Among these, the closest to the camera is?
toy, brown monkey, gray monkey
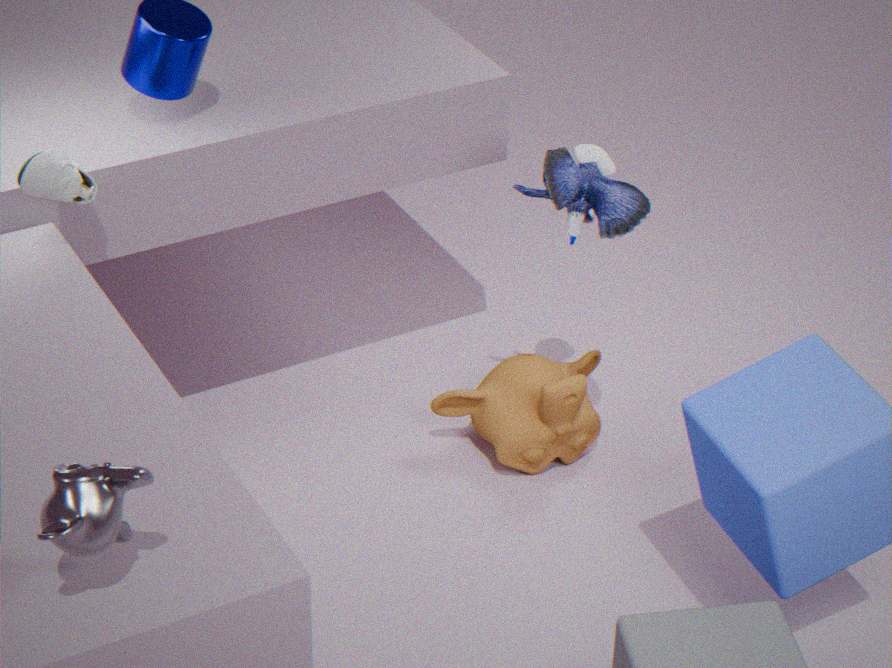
gray monkey
